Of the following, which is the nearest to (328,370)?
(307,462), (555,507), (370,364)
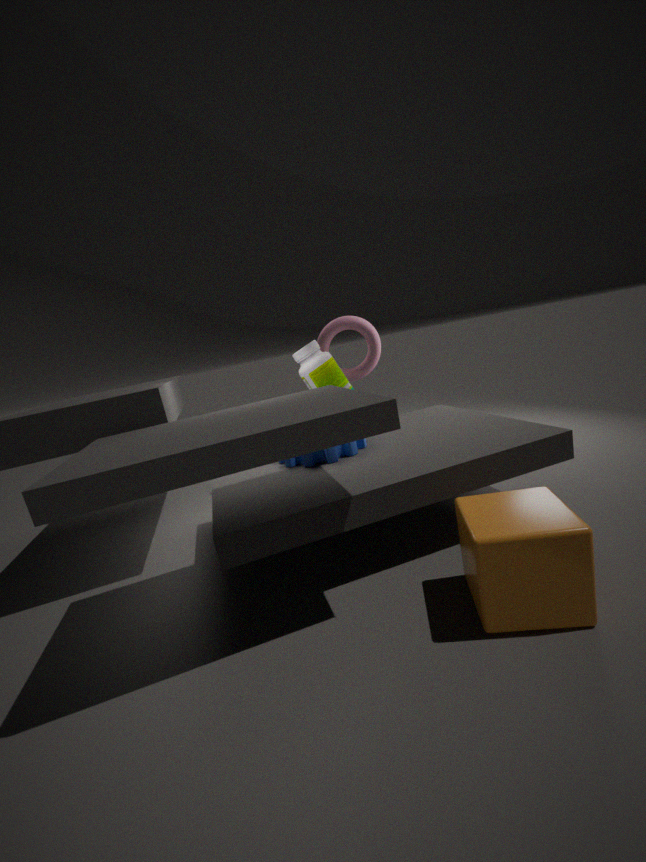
(370,364)
